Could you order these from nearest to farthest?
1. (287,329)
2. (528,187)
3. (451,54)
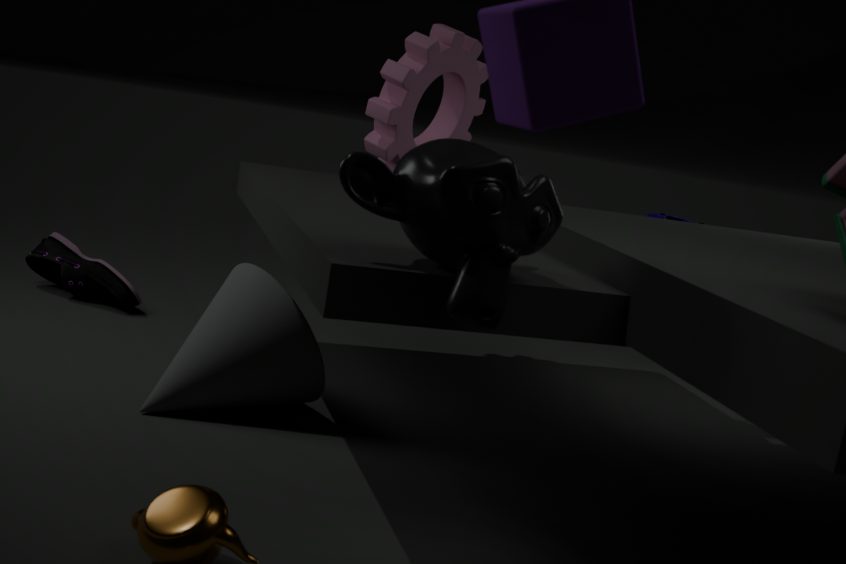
(528,187)
(287,329)
(451,54)
